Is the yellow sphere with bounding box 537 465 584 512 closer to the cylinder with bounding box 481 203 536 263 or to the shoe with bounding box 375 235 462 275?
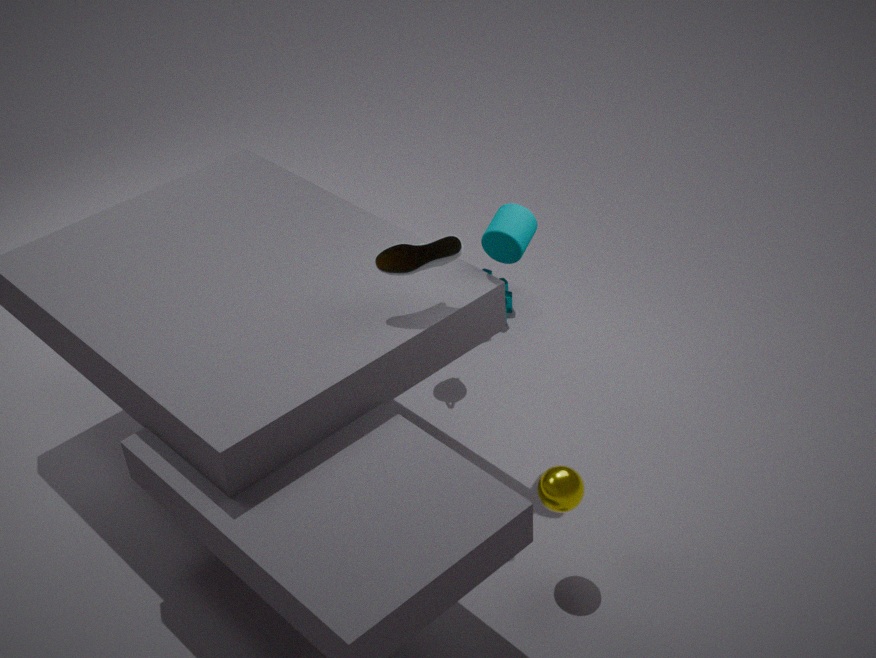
the cylinder with bounding box 481 203 536 263
